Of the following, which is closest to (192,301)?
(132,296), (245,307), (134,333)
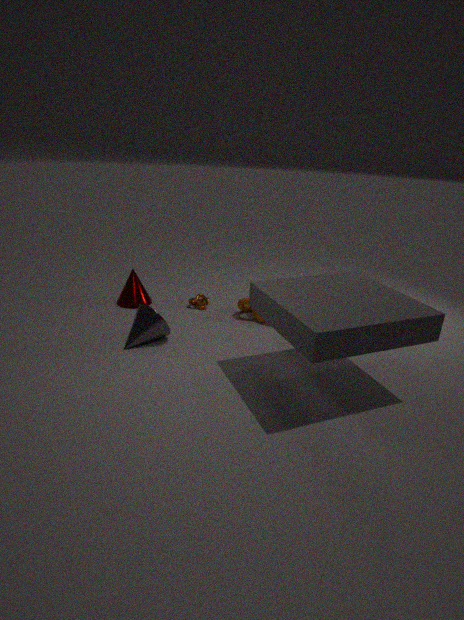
(245,307)
